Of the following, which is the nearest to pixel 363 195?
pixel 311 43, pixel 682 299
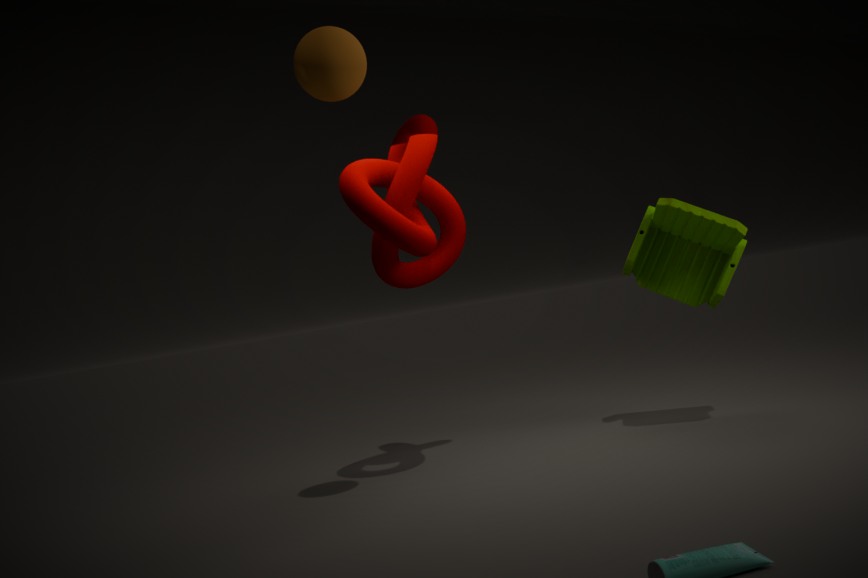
pixel 311 43
